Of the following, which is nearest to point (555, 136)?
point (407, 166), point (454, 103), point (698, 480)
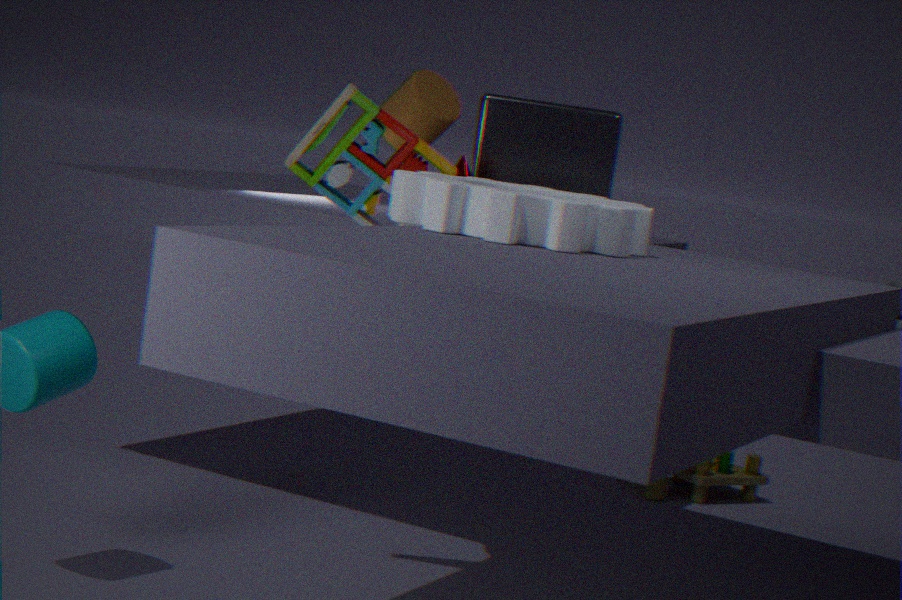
point (454, 103)
